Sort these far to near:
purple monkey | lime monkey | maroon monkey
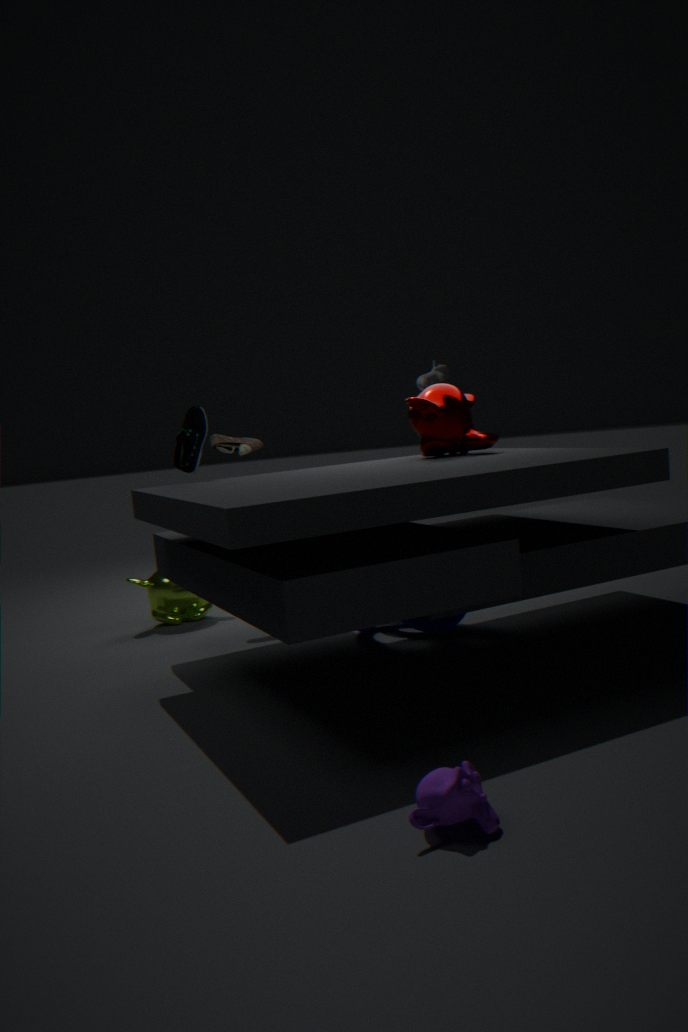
lime monkey
maroon monkey
purple monkey
